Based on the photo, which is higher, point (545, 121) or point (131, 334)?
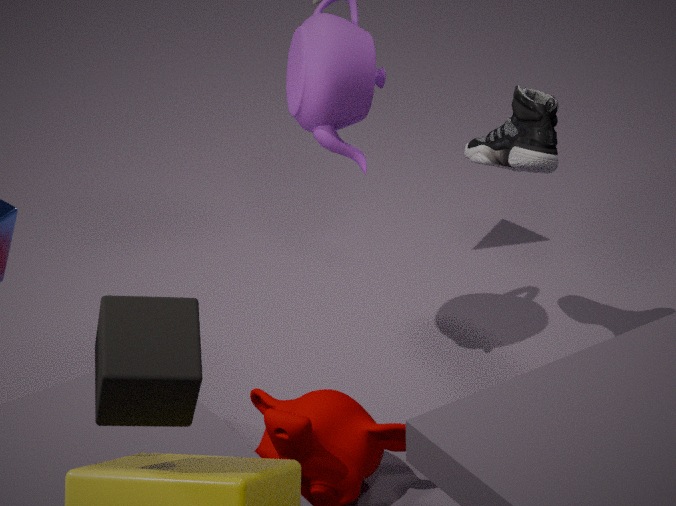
point (131, 334)
